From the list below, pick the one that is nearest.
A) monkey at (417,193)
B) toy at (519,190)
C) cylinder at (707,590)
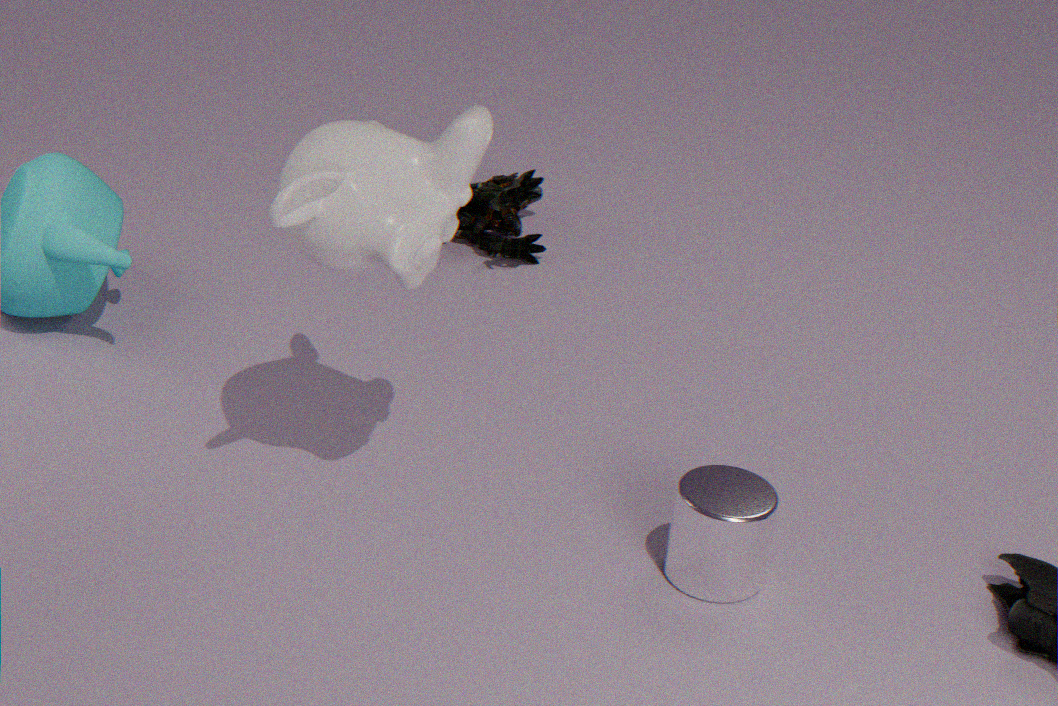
monkey at (417,193)
